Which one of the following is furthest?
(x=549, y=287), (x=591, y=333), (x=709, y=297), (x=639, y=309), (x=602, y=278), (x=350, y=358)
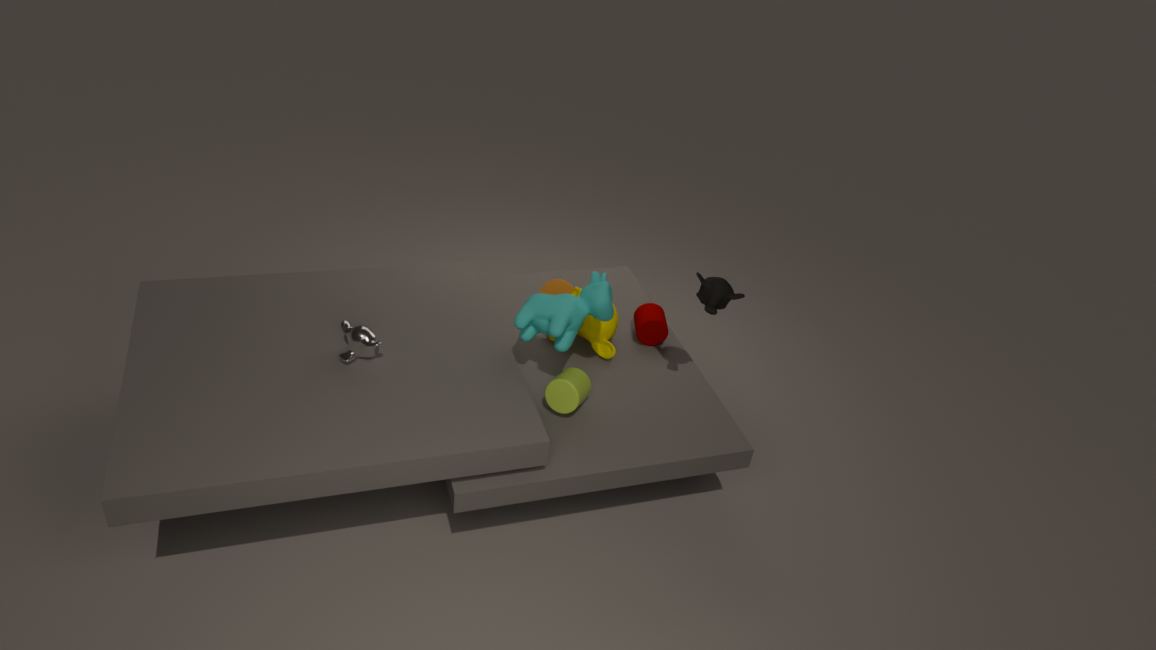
(x=549, y=287)
